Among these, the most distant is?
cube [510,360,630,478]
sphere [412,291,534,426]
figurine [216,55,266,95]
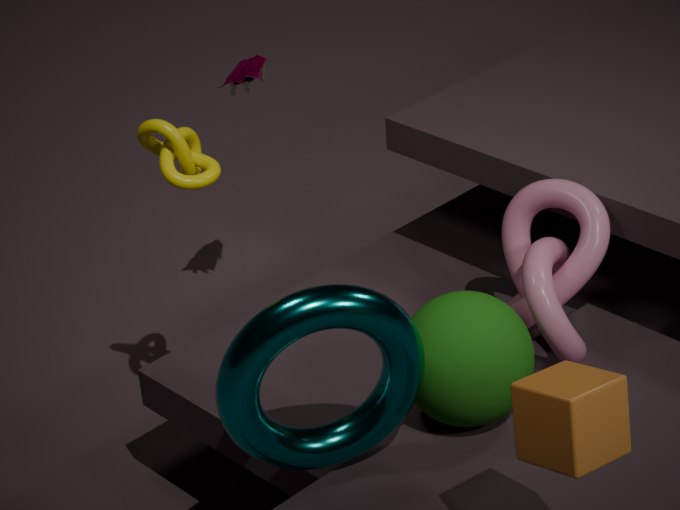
figurine [216,55,266,95]
